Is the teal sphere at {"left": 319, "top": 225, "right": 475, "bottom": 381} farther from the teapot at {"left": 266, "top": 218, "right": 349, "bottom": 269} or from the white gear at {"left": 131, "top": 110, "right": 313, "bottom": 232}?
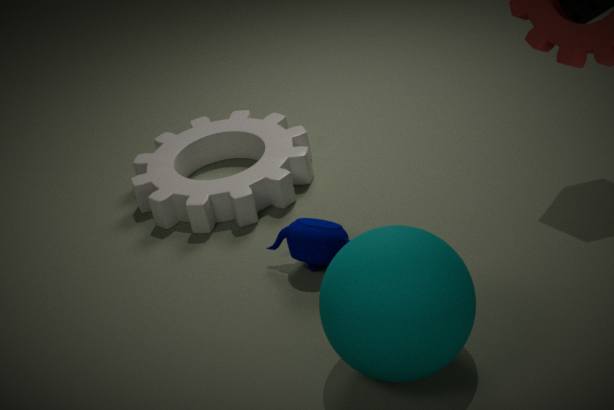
the white gear at {"left": 131, "top": 110, "right": 313, "bottom": 232}
